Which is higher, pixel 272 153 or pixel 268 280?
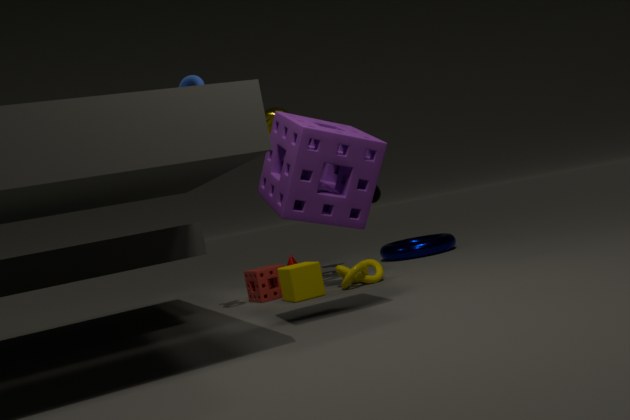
pixel 272 153
